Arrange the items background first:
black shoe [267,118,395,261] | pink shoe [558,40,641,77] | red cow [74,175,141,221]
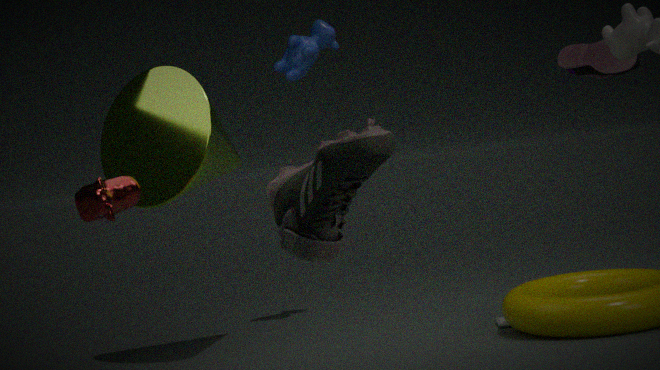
pink shoe [558,40,641,77] → red cow [74,175,141,221] → black shoe [267,118,395,261]
